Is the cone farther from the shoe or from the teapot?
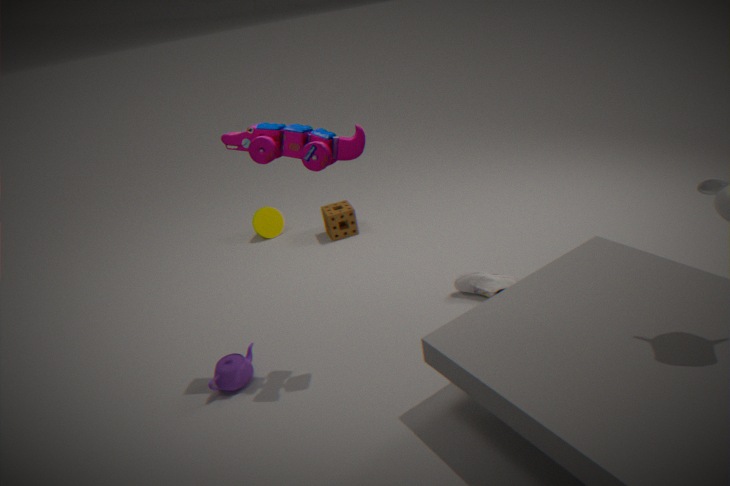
the shoe
